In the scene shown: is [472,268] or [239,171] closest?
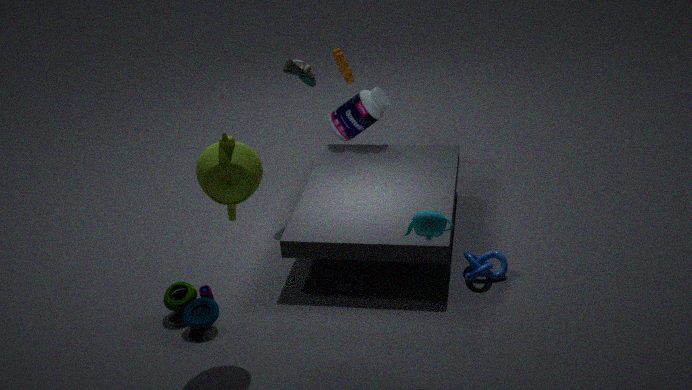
[239,171]
